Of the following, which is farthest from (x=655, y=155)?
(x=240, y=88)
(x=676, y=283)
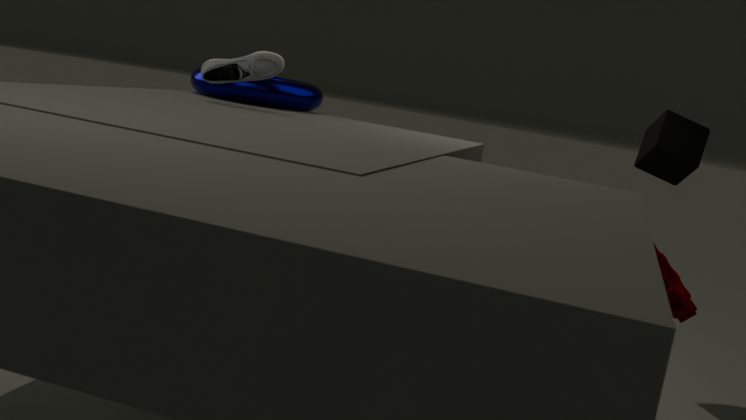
(x=240, y=88)
